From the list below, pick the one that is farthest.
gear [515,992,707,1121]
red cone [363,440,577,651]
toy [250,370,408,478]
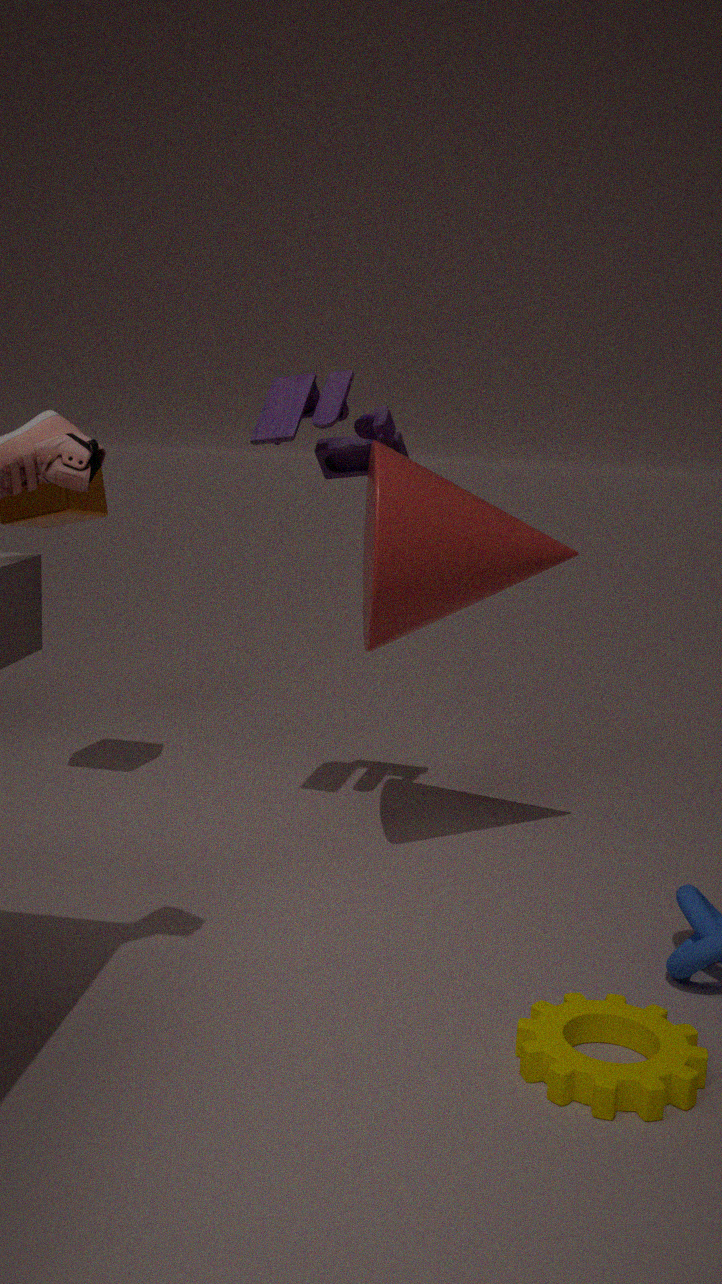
toy [250,370,408,478]
